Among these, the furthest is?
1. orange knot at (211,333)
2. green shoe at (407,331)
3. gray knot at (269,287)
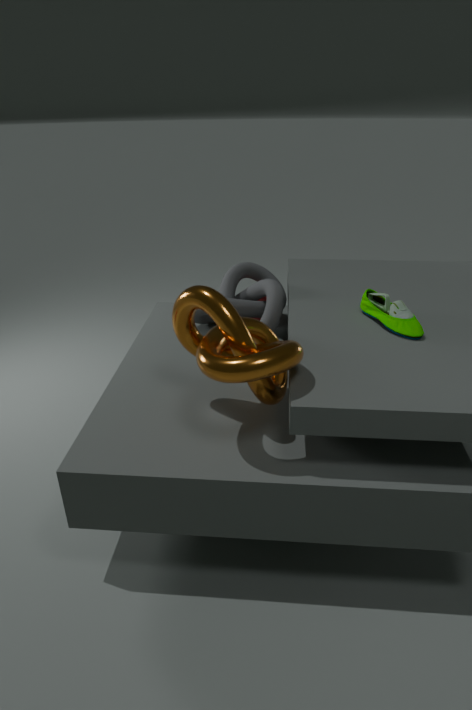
gray knot at (269,287)
